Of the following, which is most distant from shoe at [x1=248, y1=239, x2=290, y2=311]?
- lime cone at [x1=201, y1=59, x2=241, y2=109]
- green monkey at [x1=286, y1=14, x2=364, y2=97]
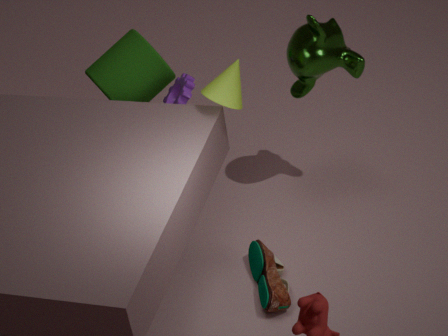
green monkey at [x1=286, y1=14, x2=364, y2=97]
